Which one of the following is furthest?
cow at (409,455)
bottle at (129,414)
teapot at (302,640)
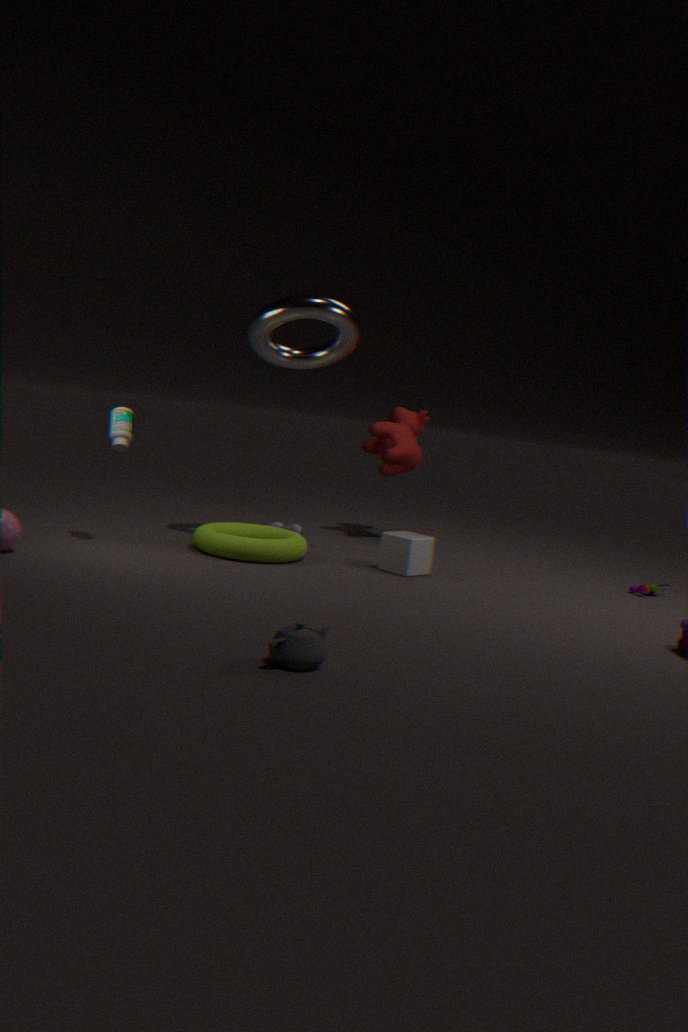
cow at (409,455)
